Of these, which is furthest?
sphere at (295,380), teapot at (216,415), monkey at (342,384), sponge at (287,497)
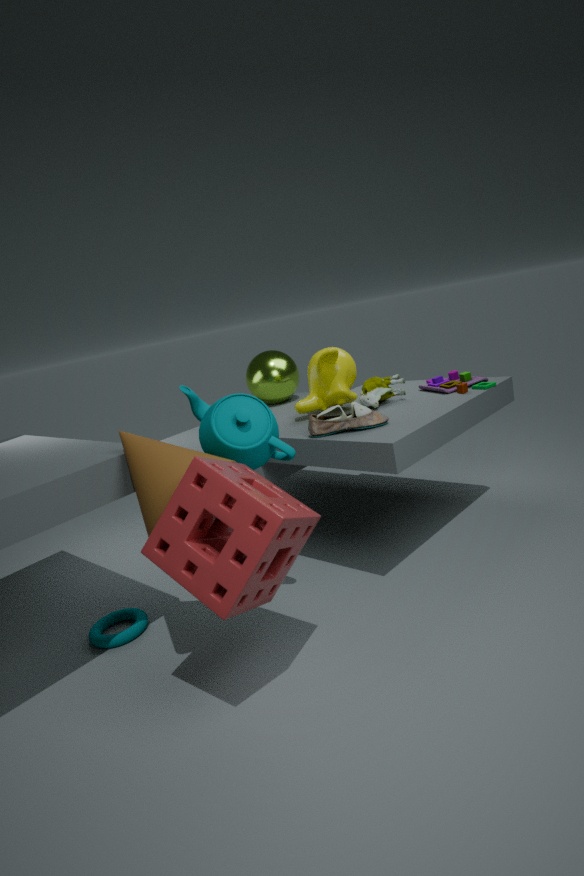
sphere at (295,380)
